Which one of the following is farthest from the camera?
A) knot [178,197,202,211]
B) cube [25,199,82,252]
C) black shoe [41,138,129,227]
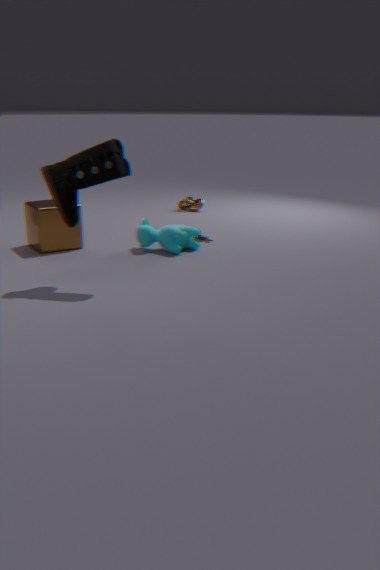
knot [178,197,202,211]
